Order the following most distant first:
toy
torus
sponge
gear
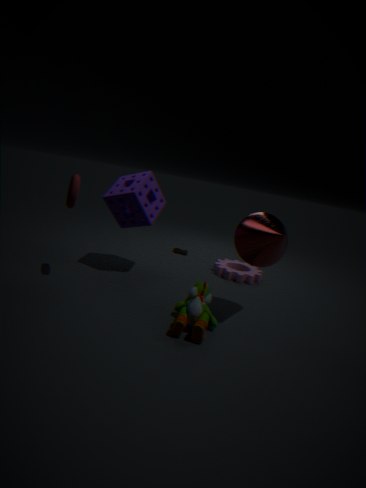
gear < sponge < torus < toy
